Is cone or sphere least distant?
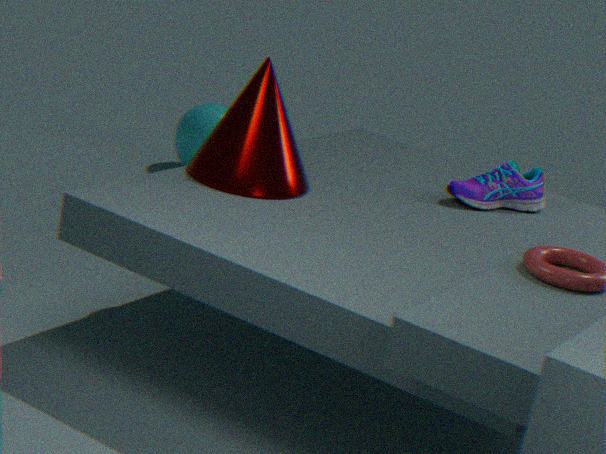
cone
